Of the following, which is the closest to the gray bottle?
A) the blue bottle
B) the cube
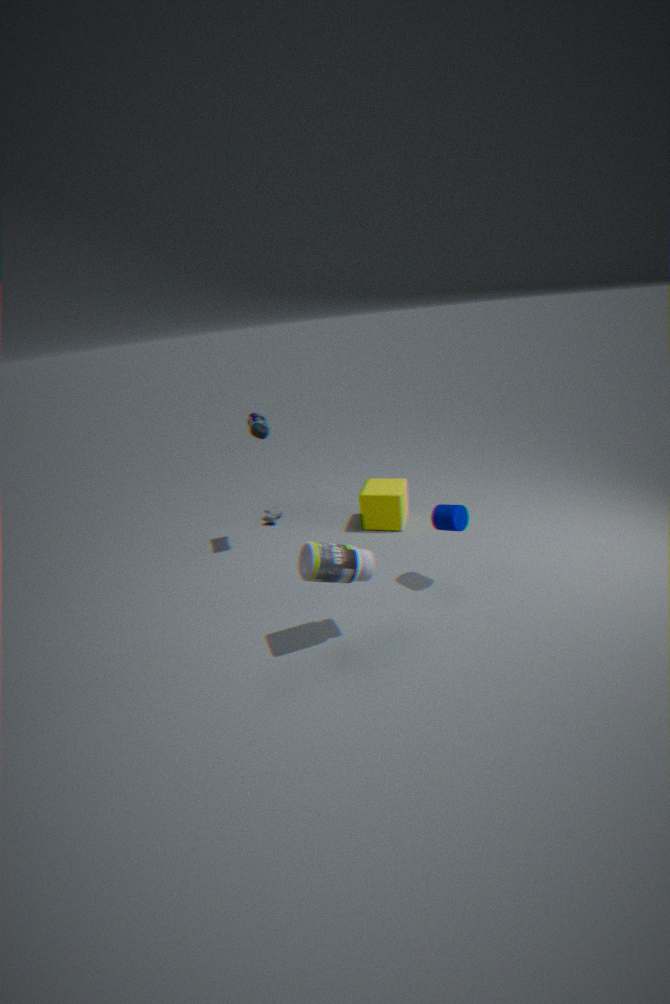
the cube
